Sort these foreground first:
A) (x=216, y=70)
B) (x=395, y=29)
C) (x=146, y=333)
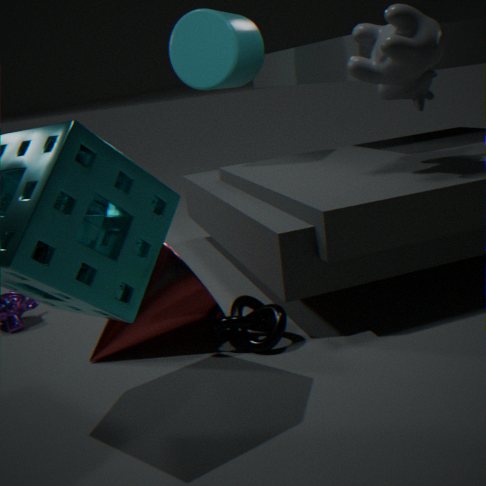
1. (x=146, y=333)
2. (x=395, y=29)
3. (x=216, y=70)
